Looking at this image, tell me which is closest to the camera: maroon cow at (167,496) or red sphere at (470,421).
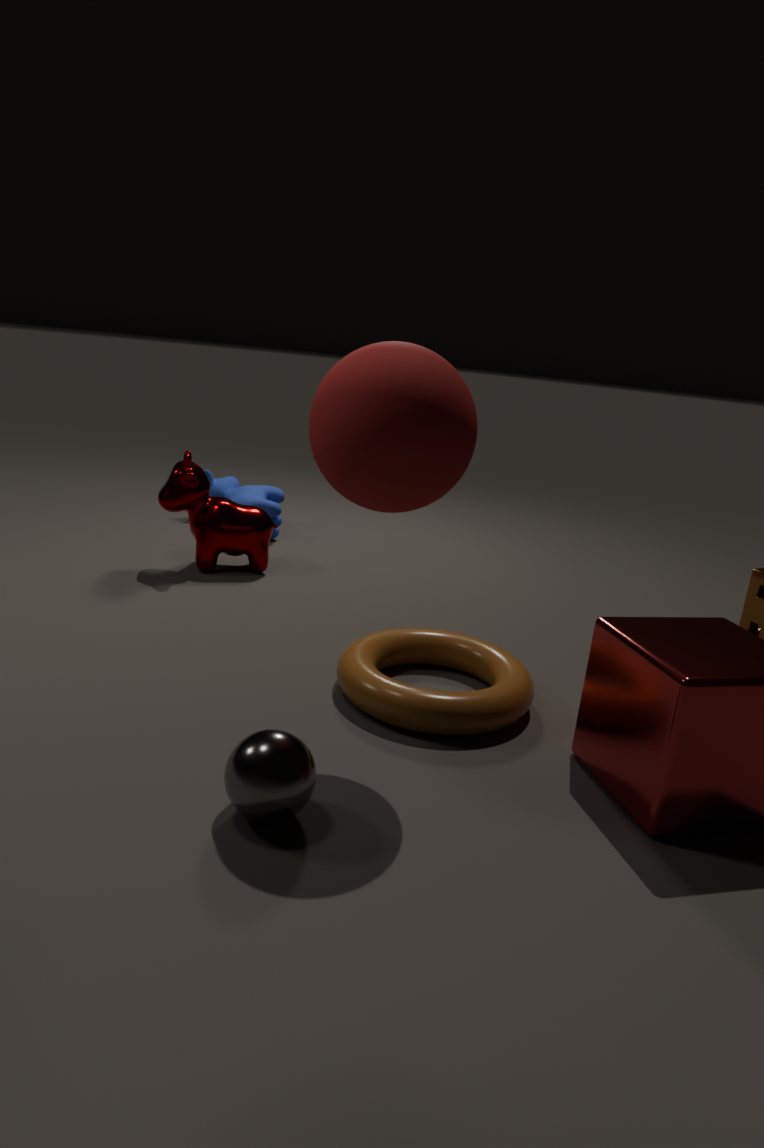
red sphere at (470,421)
